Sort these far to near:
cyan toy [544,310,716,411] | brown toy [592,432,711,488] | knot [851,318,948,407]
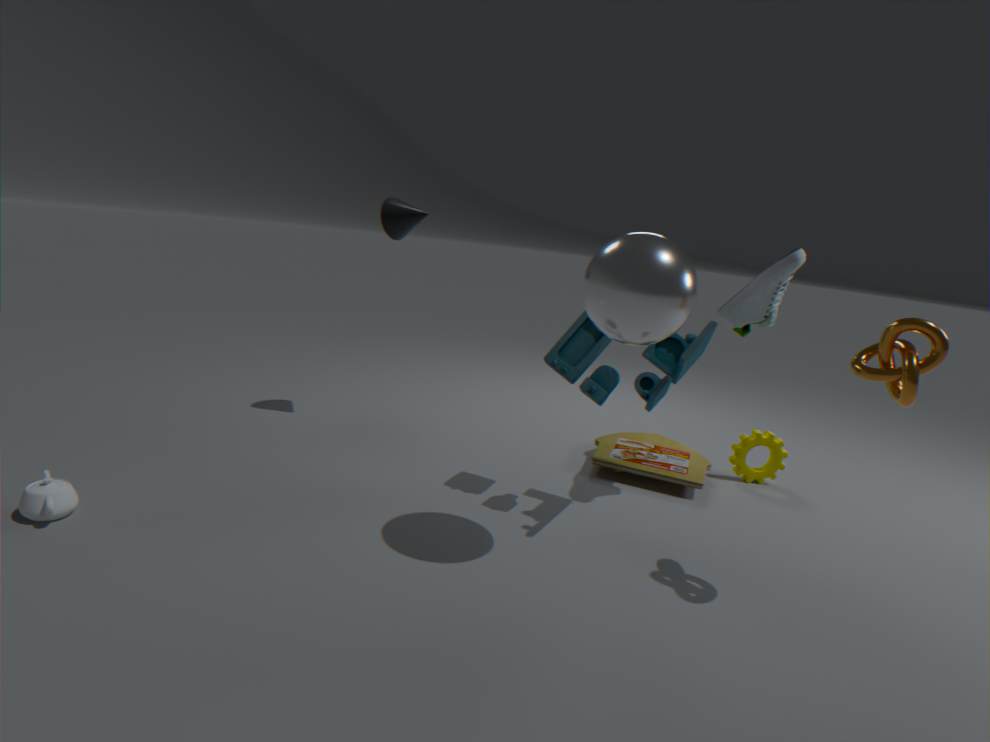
1. brown toy [592,432,711,488]
2. cyan toy [544,310,716,411]
3. knot [851,318,948,407]
